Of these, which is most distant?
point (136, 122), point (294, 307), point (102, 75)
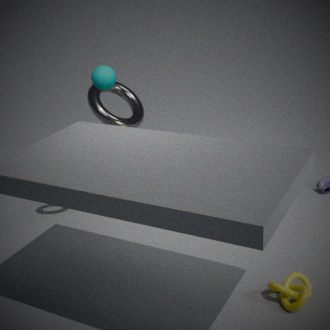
point (136, 122)
